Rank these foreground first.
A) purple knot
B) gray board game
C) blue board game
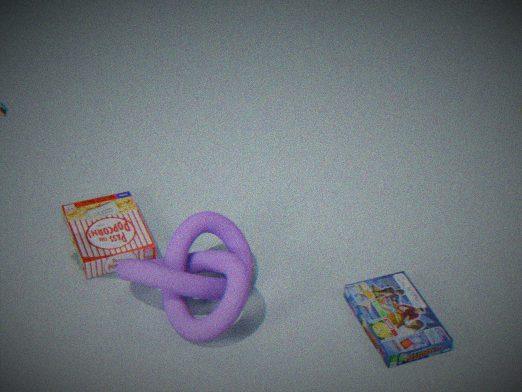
purple knot
blue board game
gray board game
